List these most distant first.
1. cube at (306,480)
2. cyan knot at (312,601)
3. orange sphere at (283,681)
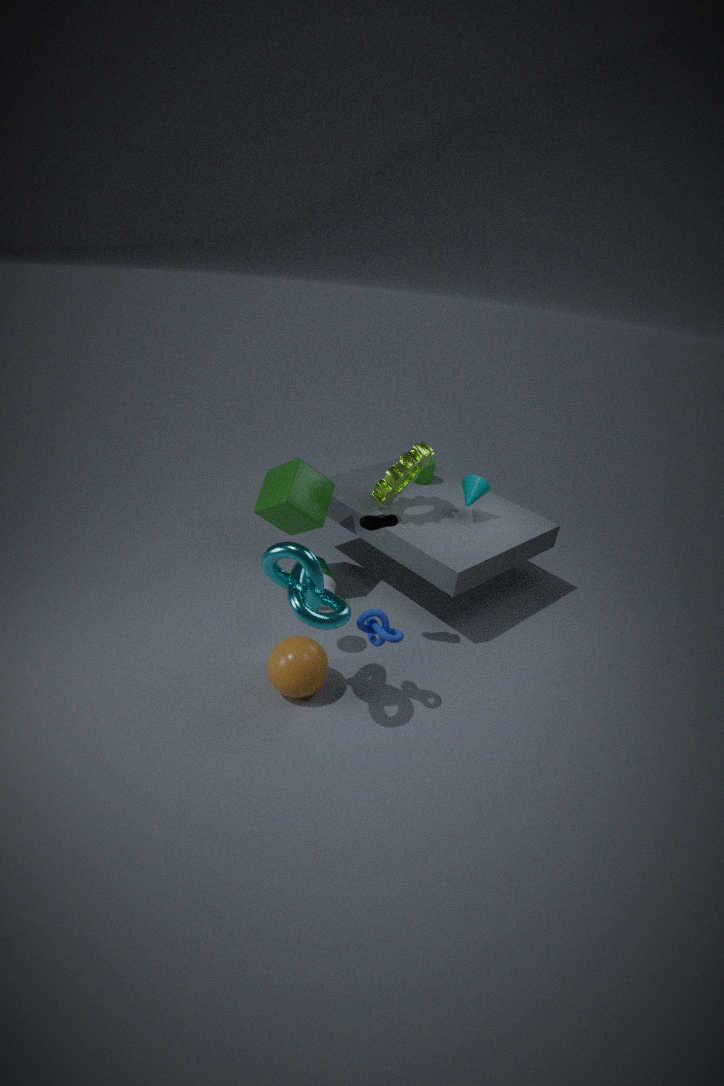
cube at (306,480) < orange sphere at (283,681) < cyan knot at (312,601)
